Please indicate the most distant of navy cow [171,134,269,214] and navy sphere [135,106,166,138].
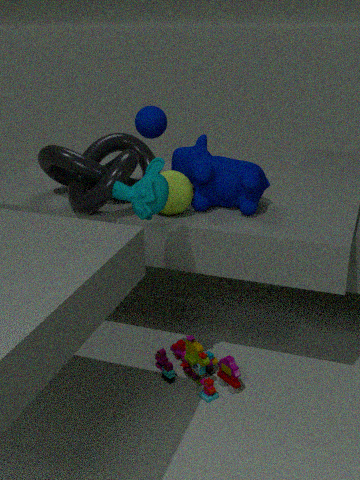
navy sphere [135,106,166,138]
